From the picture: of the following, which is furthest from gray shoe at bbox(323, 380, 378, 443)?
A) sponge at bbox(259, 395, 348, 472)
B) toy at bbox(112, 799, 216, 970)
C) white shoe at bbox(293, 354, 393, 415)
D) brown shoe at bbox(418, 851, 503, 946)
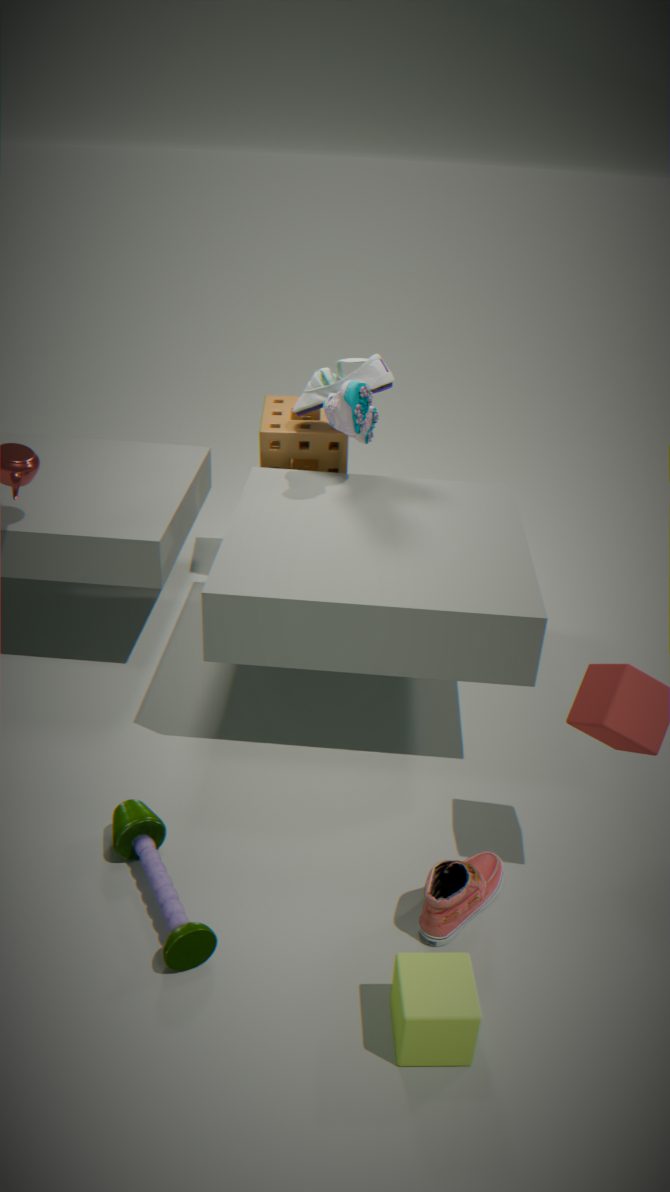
brown shoe at bbox(418, 851, 503, 946)
